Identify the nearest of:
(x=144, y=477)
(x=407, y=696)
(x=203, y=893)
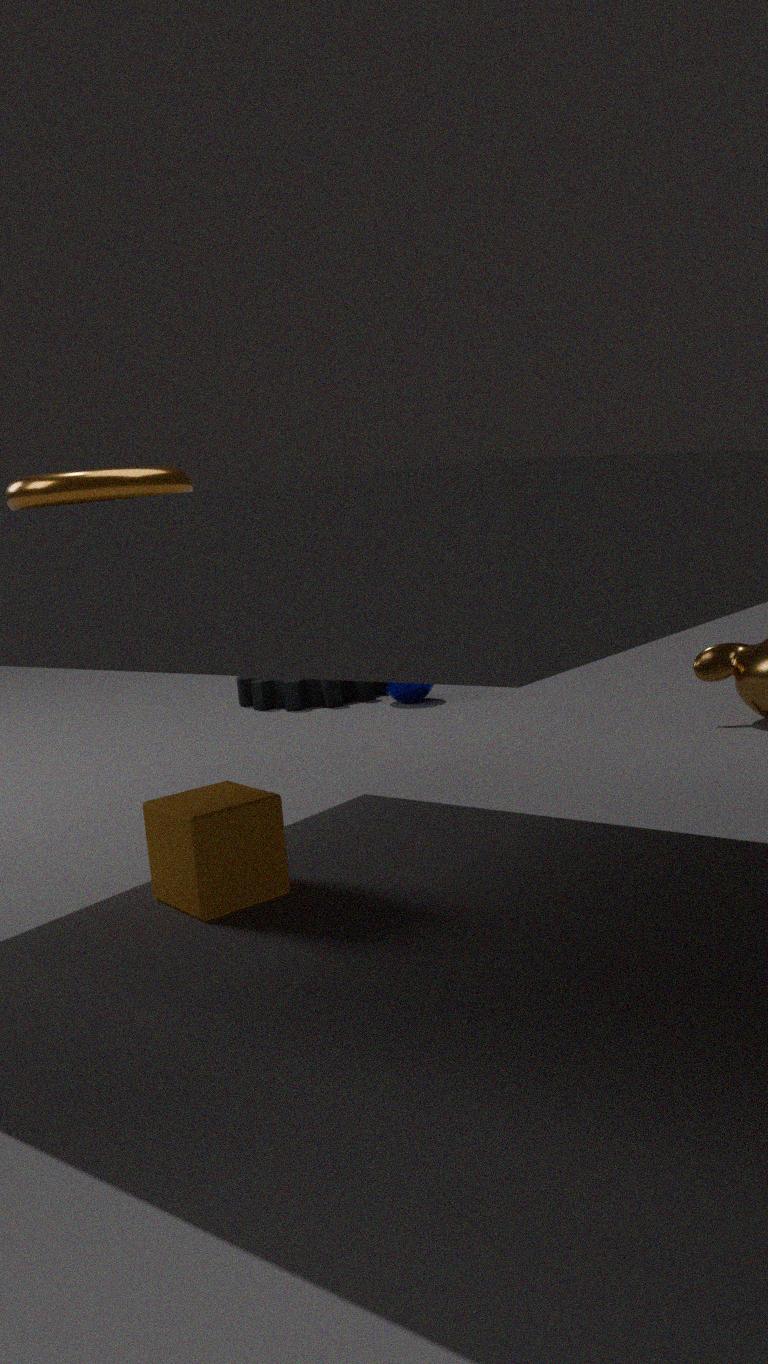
(x=144, y=477)
